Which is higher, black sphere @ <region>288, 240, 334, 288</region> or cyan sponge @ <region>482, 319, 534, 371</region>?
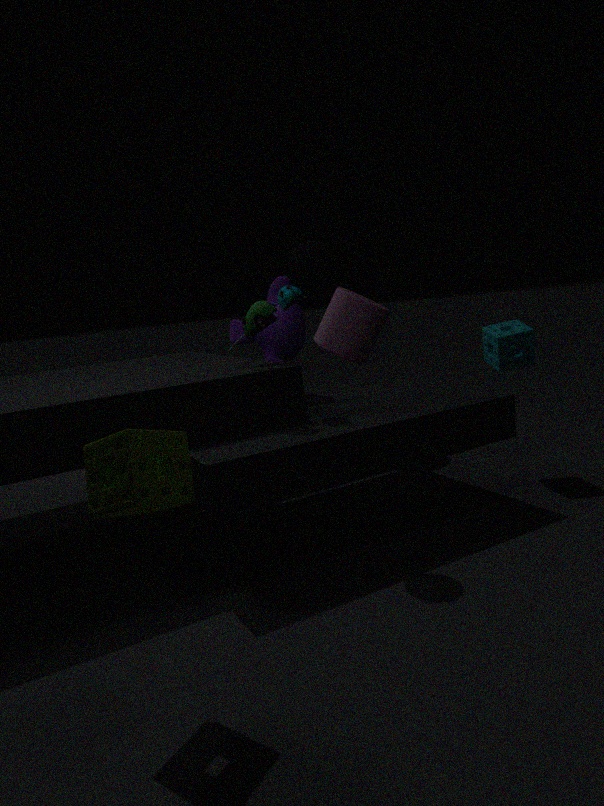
black sphere @ <region>288, 240, 334, 288</region>
